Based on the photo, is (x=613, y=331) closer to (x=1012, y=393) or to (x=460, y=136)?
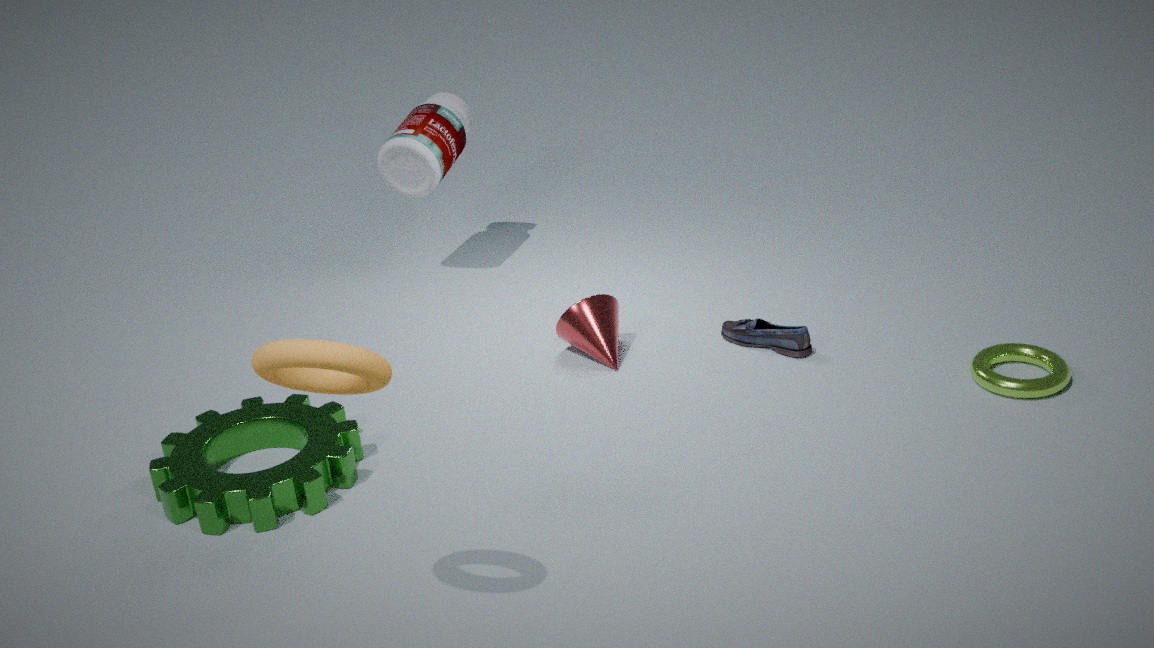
(x=460, y=136)
